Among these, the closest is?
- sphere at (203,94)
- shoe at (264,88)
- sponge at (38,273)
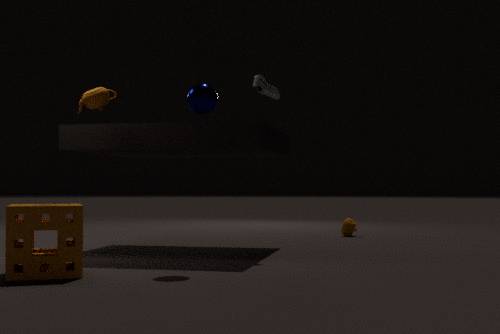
sponge at (38,273)
